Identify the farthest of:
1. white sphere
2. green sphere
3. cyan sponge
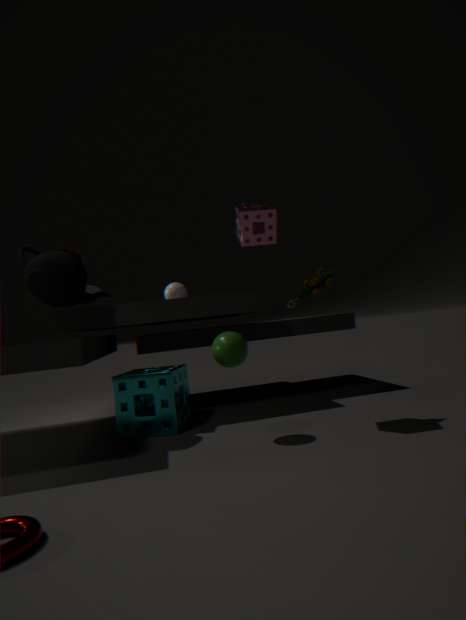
white sphere
